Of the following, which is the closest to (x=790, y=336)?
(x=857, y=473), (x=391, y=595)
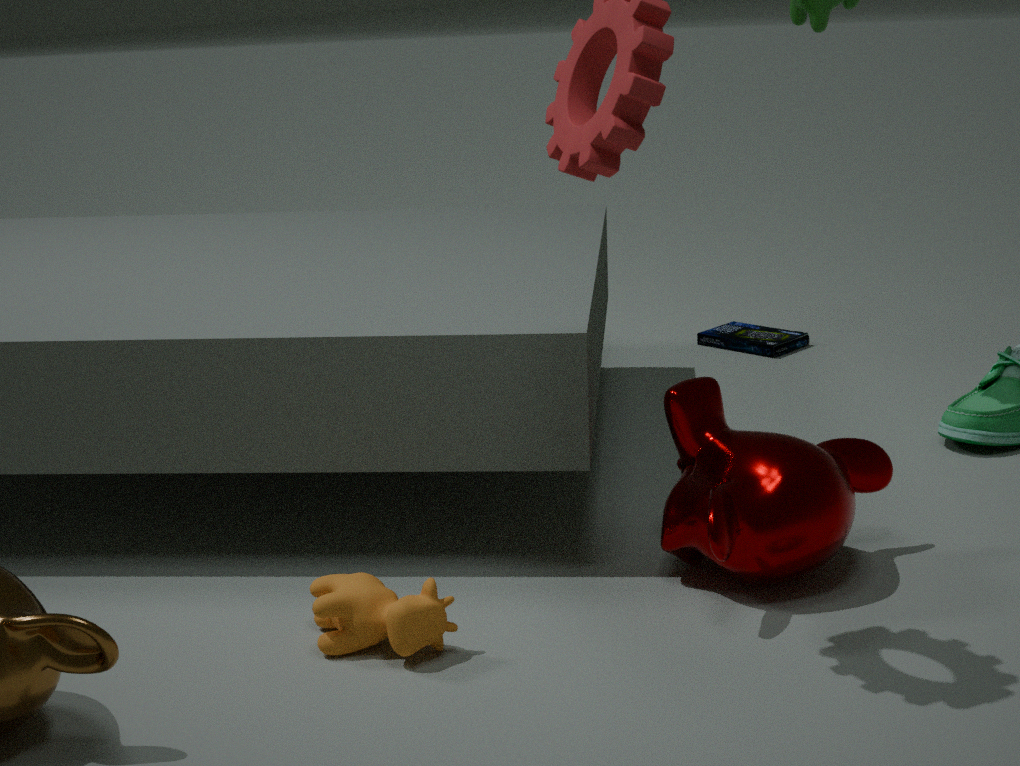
(x=857, y=473)
